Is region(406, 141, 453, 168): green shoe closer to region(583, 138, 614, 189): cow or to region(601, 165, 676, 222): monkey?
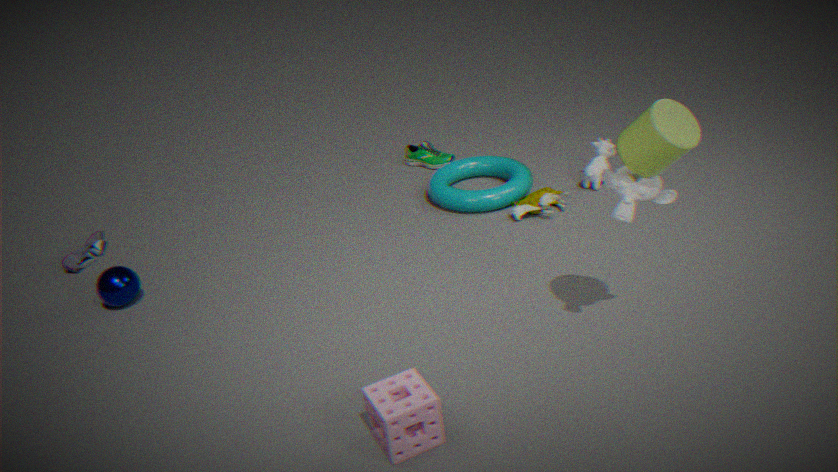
region(583, 138, 614, 189): cow
